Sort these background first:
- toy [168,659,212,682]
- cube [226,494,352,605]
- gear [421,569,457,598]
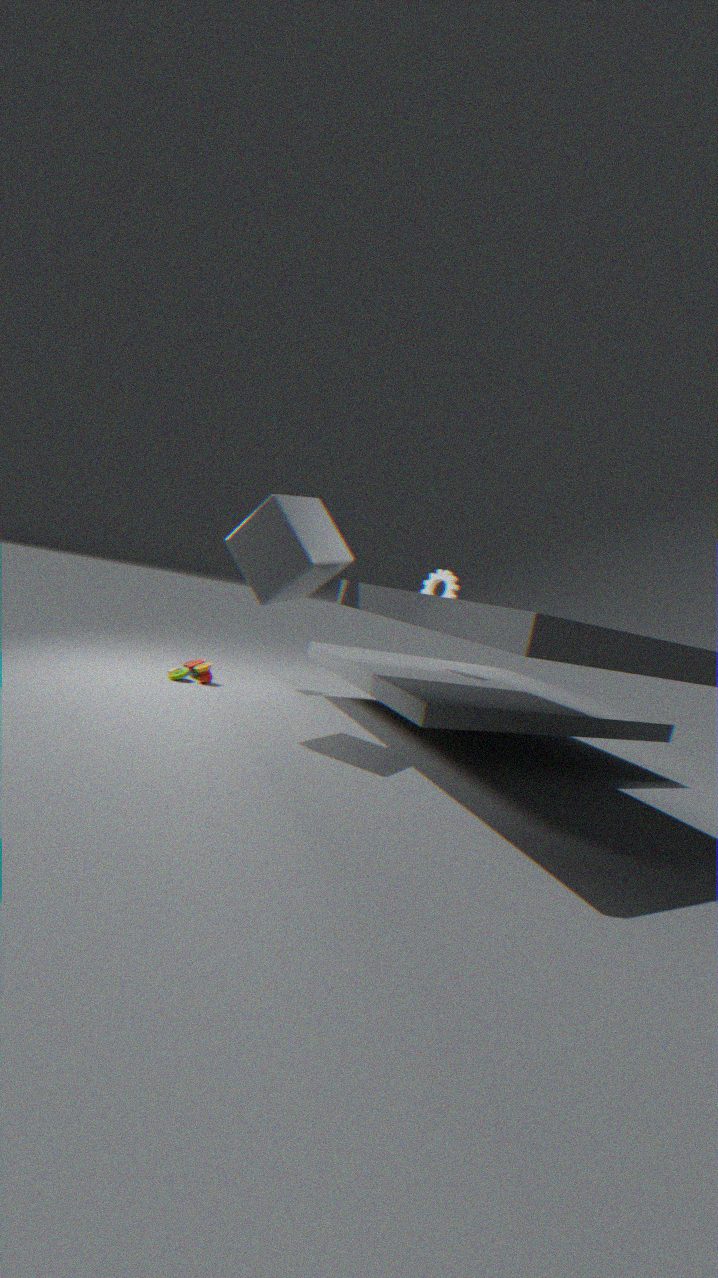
1. gear [421,569,457,598]
2. toy [168,659,212,682]
3. cube [226,494,352,605]
